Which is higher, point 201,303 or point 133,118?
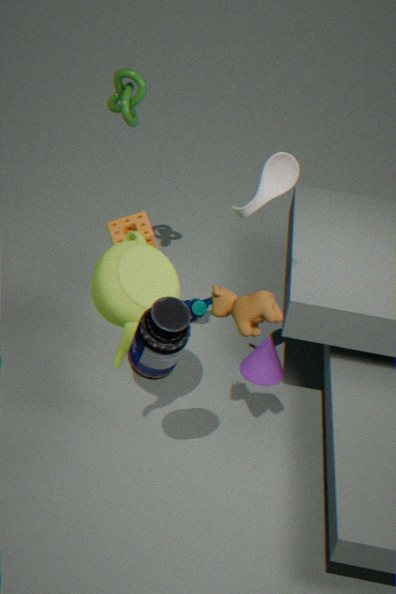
point 133,118
